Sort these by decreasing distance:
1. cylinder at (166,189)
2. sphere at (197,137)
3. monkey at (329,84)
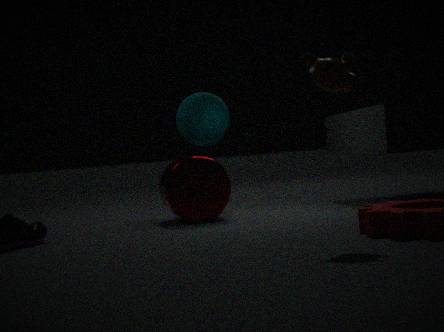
sphere at (197,137)
cylinder at (166,189)
monkey at (329,84)
